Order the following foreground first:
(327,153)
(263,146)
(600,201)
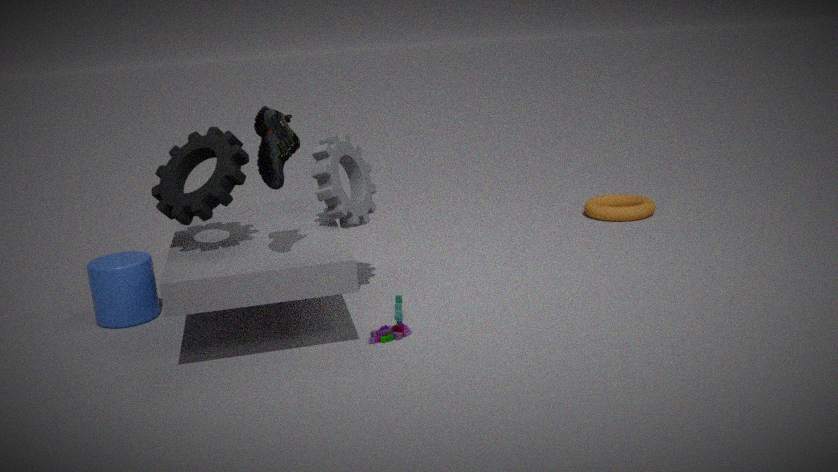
(263,146), (327,153), (600,201)
